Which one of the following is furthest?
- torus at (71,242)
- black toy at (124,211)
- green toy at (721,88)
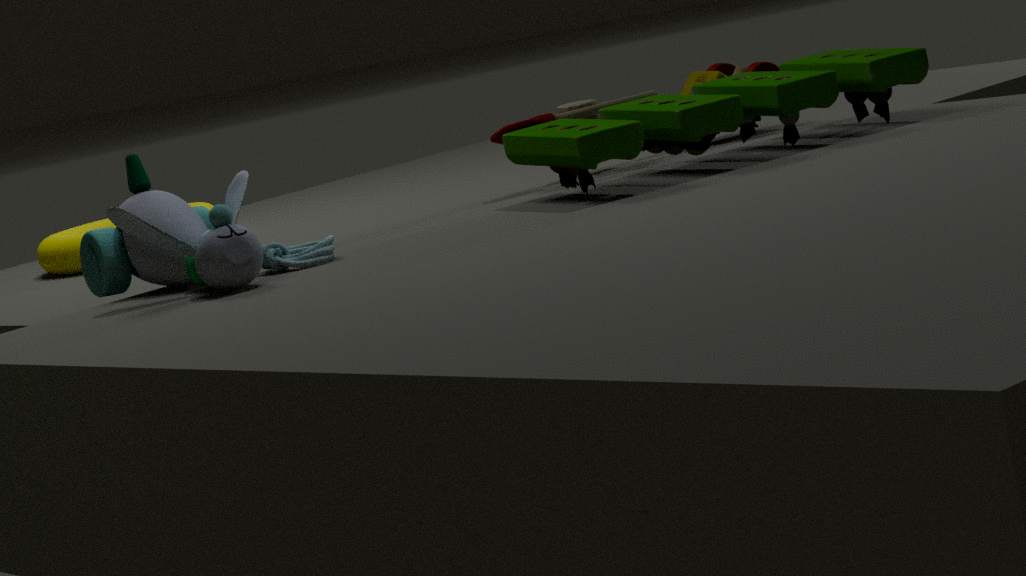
torus at (71,242)
